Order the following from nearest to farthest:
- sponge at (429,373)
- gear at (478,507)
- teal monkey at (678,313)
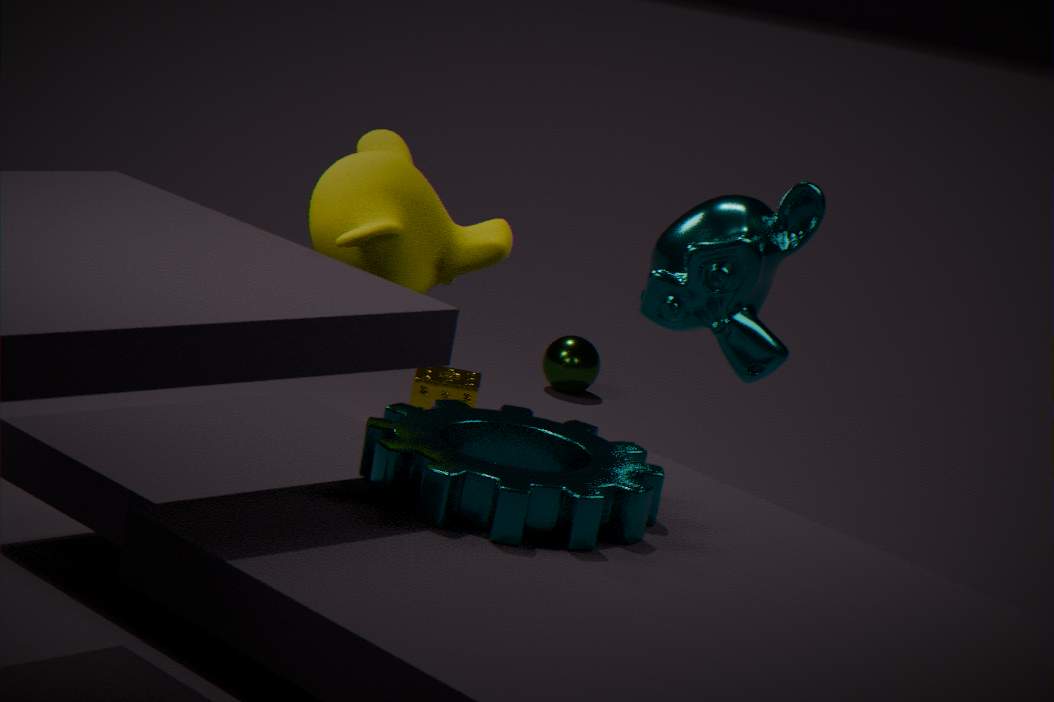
gear at (478,507) → teal monkey at (678,313) → sponge at (429,373)
